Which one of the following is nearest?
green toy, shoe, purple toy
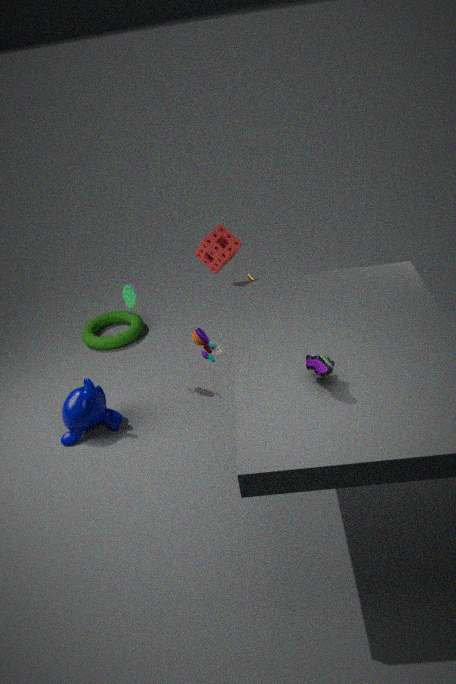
shoe
